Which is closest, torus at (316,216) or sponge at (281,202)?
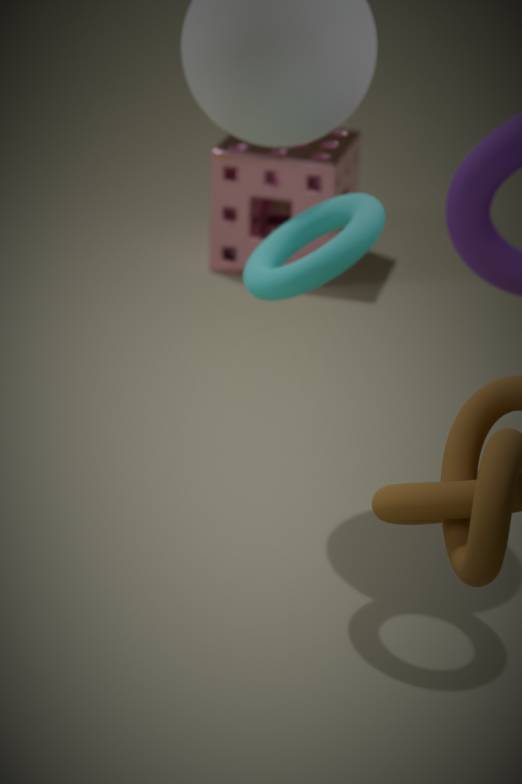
torus at (316,216)
